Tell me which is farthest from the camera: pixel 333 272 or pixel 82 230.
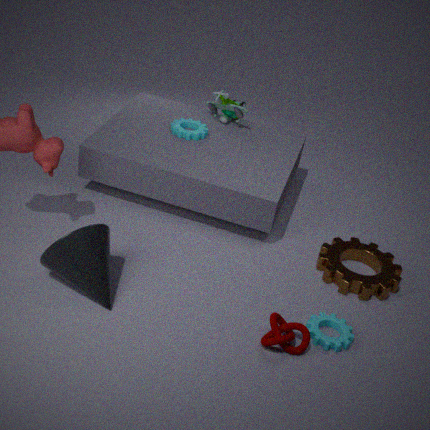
pixel 333 272
